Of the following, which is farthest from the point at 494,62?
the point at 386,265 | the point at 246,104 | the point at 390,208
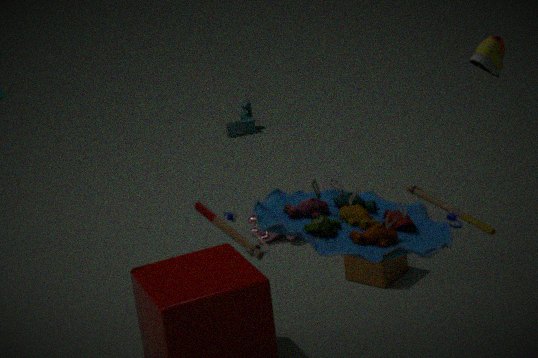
the point at 246,104
